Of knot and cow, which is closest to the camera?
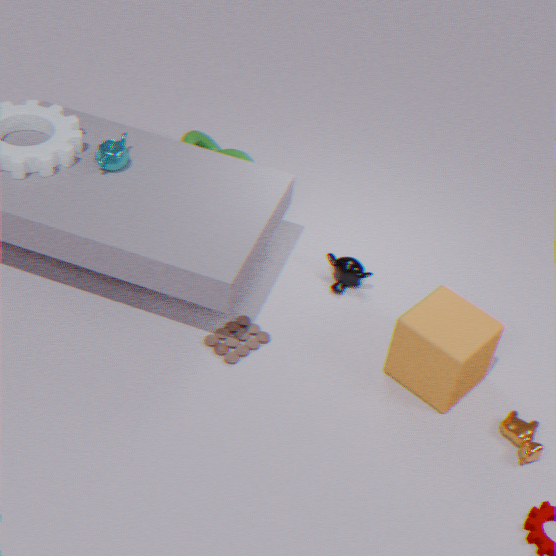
cow
